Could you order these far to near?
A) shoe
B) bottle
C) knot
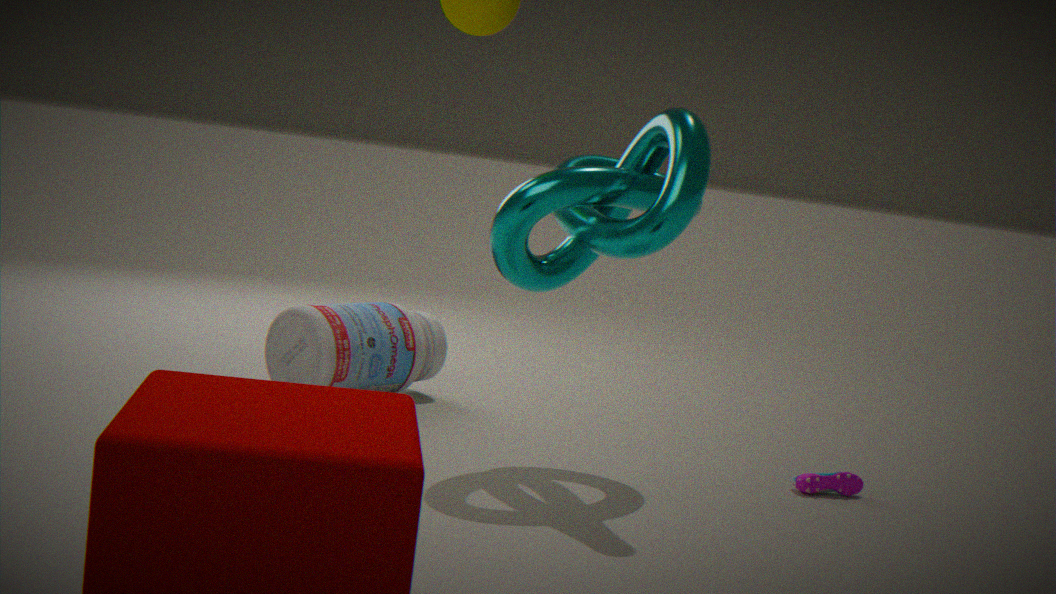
bottle < shoe < knot
